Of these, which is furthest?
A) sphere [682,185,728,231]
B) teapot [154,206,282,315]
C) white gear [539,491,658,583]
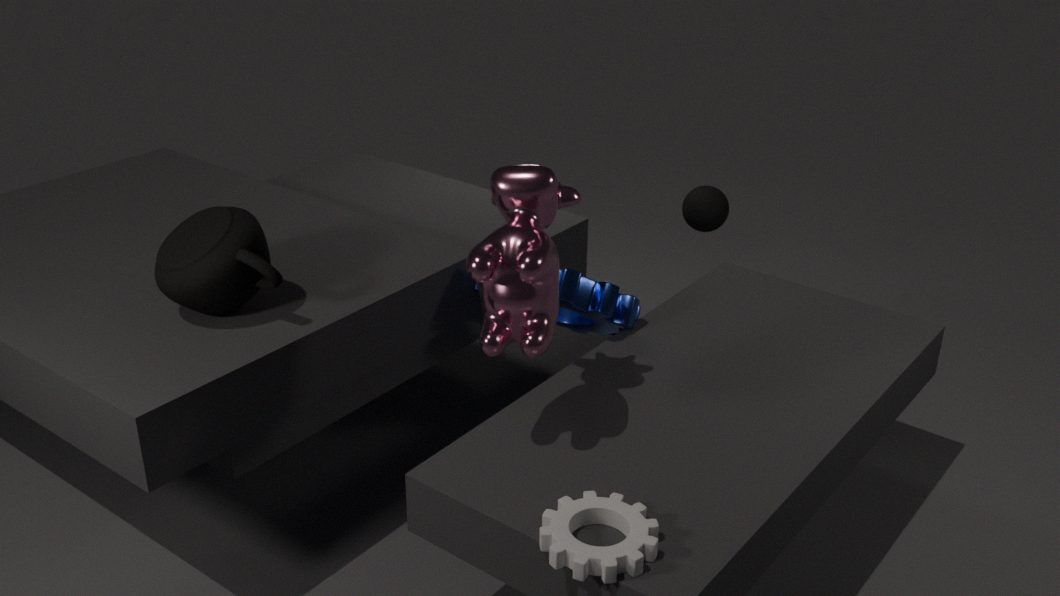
sphere [682,185,728,231]
